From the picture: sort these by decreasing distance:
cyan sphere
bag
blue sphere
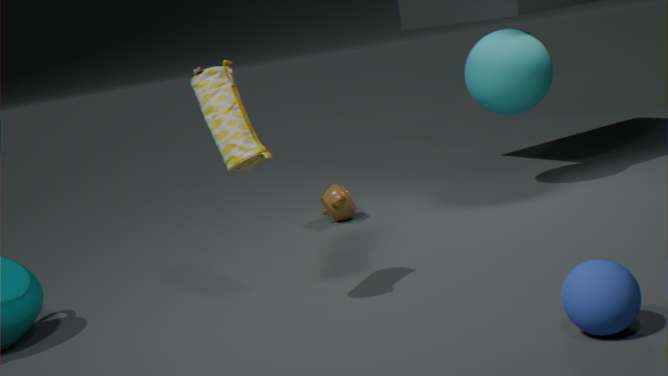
cyan sphere < bag < blue sphere
